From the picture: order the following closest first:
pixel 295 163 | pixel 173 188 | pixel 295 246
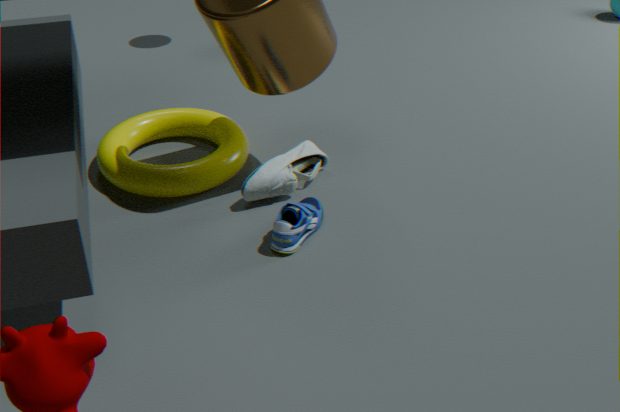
1. pixel 295 246
2. pixel 173 188
3. pixel 295 163
